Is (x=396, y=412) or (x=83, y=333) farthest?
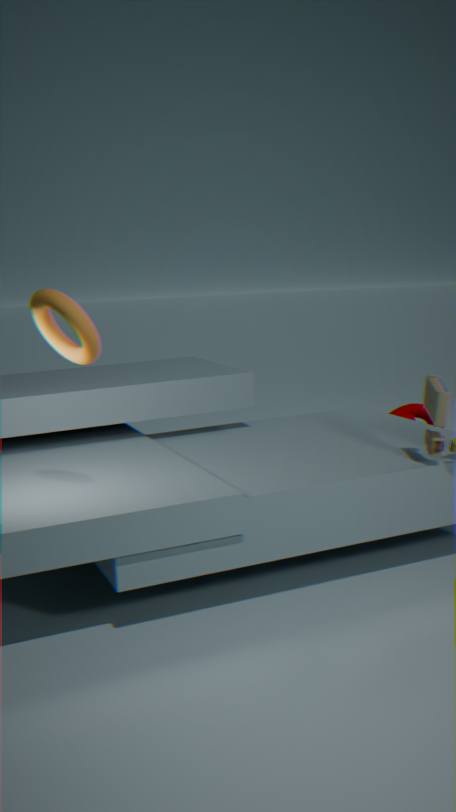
(x=396, y=412)
